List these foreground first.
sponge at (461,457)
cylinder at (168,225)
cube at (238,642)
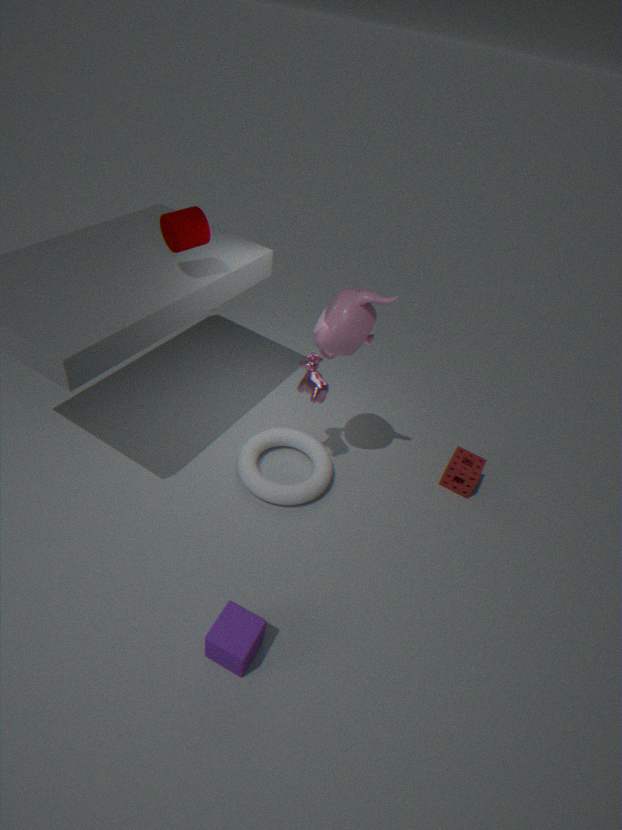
cube at (238,642) < cylinder at (168,225) < sponge at (461,457)
